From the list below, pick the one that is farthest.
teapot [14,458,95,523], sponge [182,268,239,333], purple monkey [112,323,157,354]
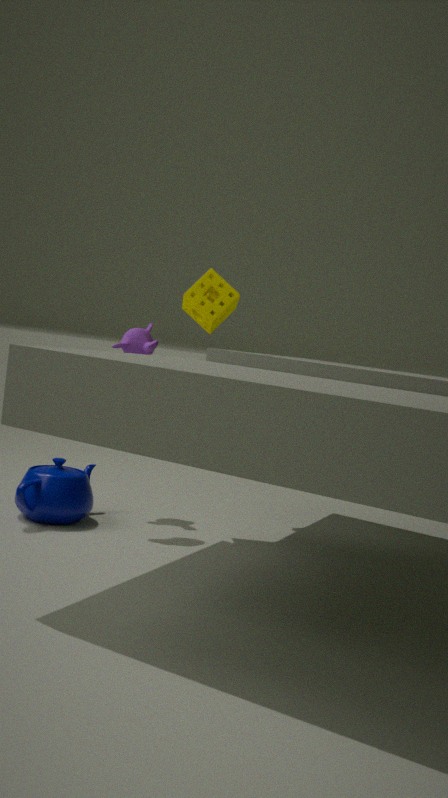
purple monkey [112,323,157,354]
